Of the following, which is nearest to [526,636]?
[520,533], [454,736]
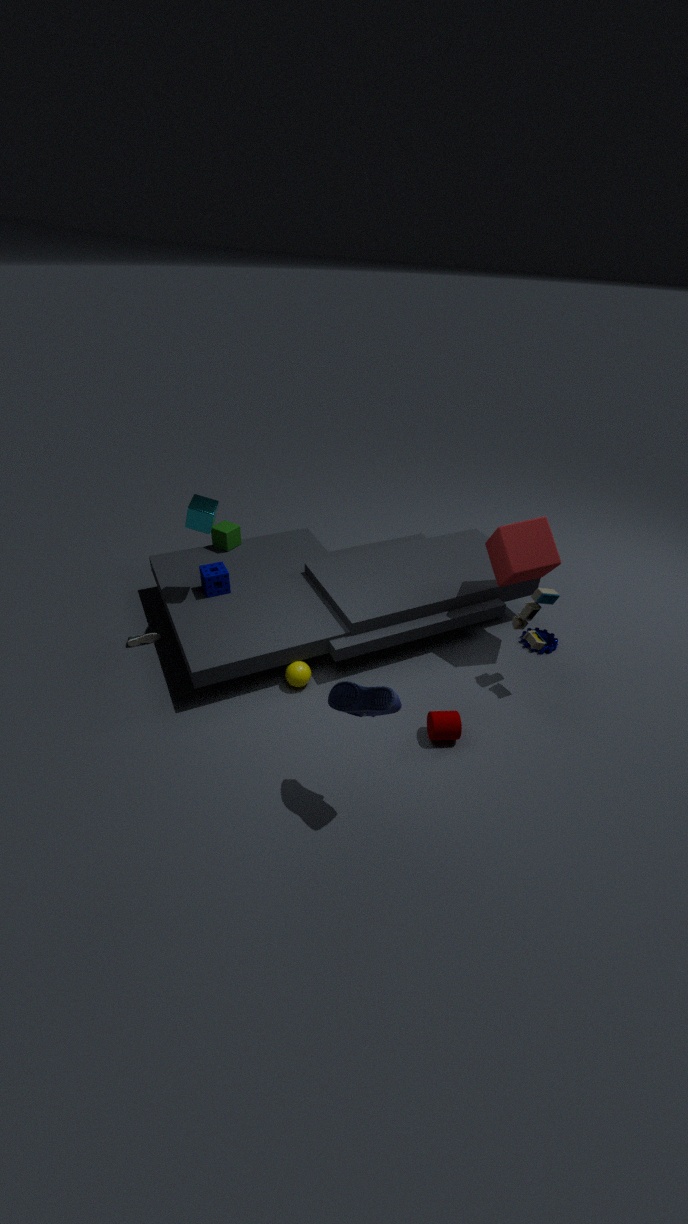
[520,533]
